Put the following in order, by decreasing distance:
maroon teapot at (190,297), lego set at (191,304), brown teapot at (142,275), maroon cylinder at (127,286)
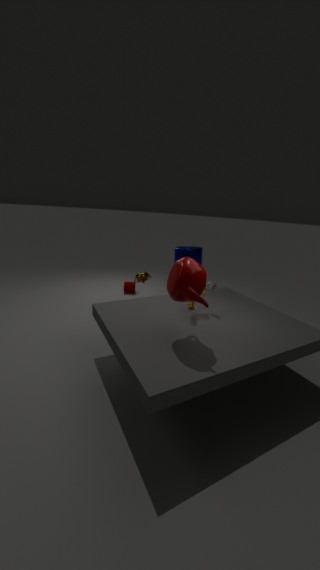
maroon cylinder at (127,286) < brown teapot at (142,275) < lego set at (191,304) < maroon teapot at (190,297)
